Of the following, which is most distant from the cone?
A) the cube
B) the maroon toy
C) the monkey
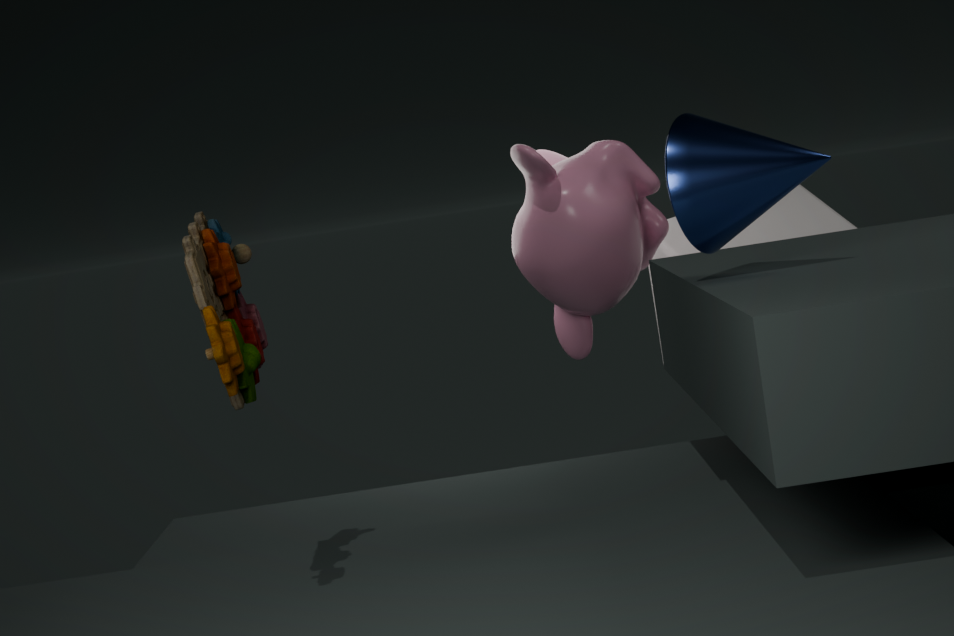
the cube
